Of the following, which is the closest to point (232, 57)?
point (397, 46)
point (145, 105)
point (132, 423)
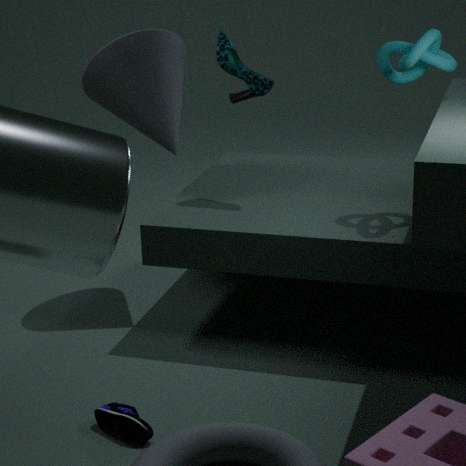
point (145, 105)
